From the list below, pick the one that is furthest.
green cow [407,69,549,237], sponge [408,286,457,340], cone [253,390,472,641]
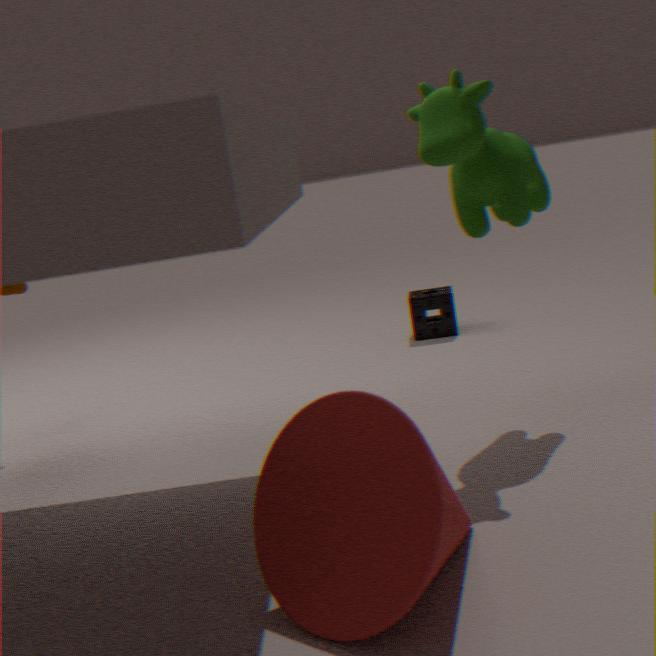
sponge [408,286,457,340]
